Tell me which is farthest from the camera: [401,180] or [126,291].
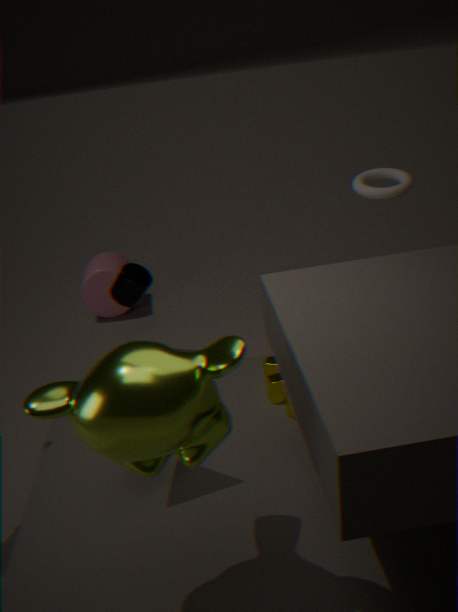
[126,291]
